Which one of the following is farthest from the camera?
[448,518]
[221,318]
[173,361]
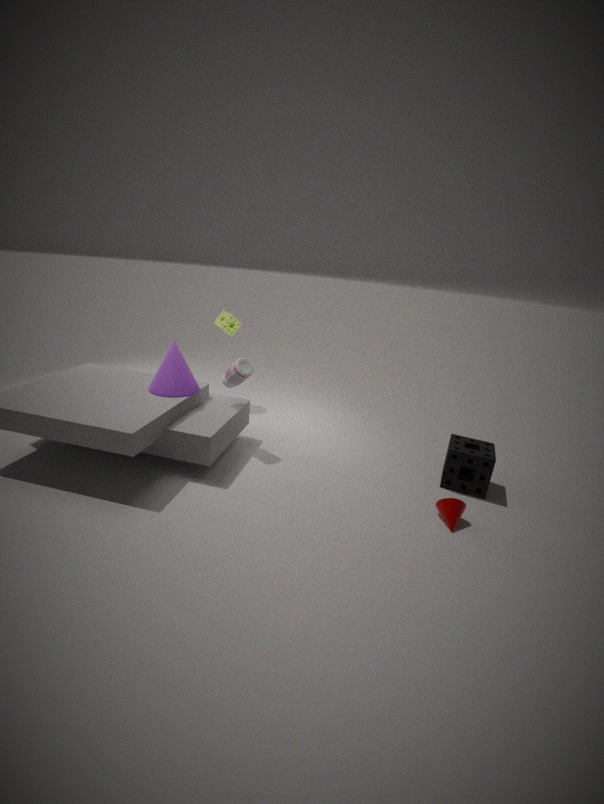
[221,318]
